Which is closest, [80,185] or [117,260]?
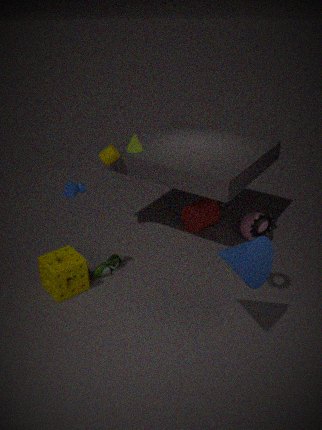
[80,185]
